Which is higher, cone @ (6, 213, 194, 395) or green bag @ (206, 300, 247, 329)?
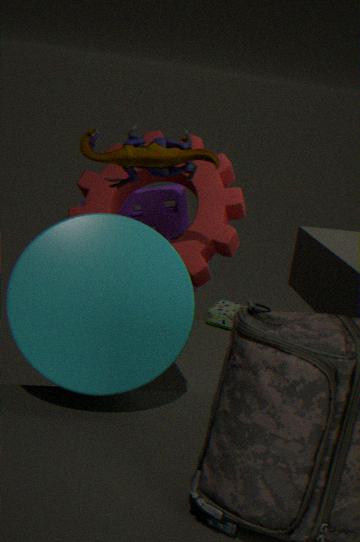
cone @ (6, 213, 194, 395)
